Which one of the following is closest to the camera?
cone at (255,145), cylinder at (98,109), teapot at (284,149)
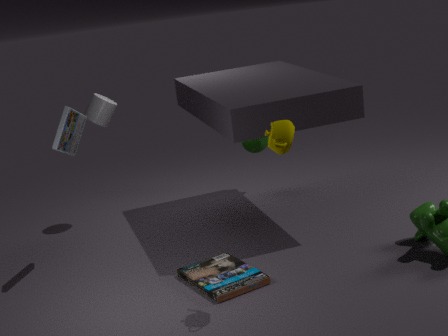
teapot at (284,149)
